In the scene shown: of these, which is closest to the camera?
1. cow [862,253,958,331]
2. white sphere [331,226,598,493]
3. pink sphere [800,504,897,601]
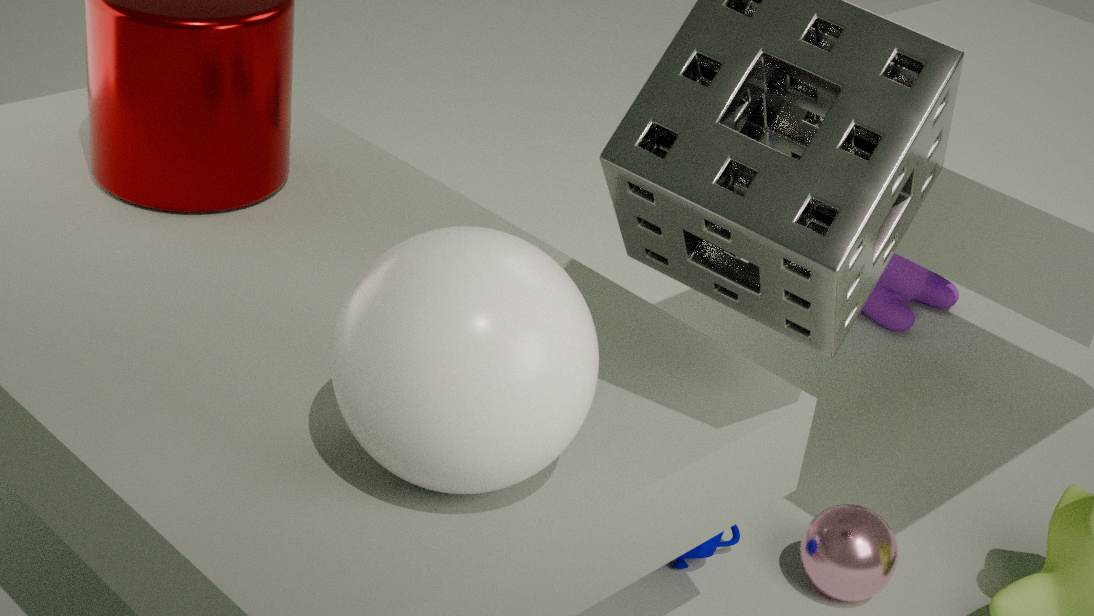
white sphere [331,226,598,493]
